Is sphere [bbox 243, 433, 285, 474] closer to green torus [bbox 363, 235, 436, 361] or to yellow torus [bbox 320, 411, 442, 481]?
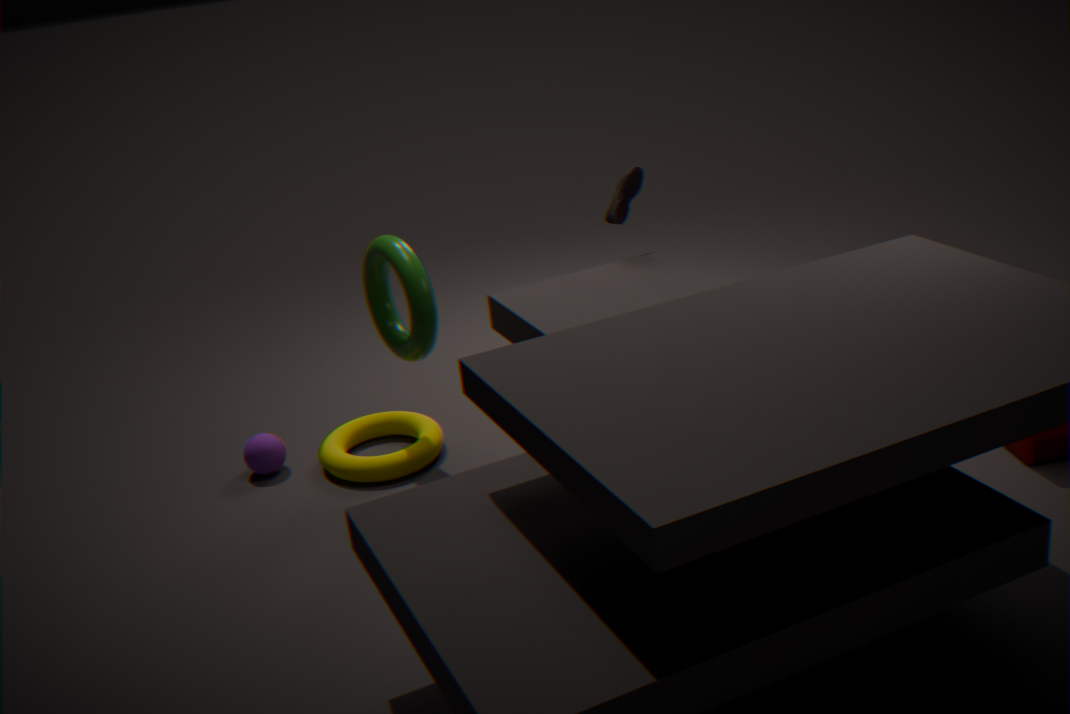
yellow torus [bbox 320, 411, 442, 481]
